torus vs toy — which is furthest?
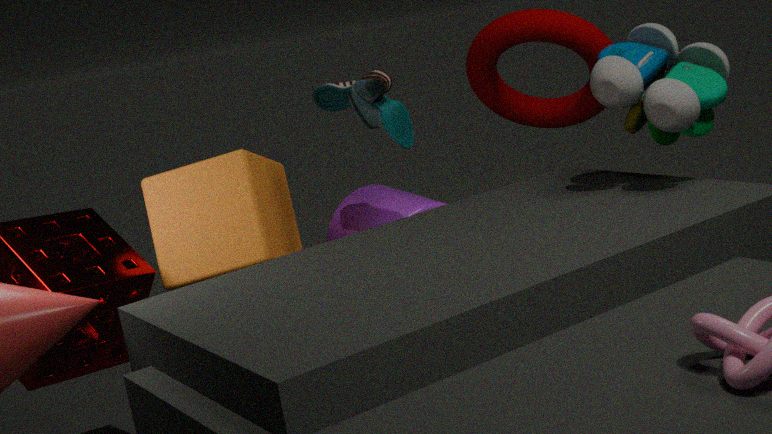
torus
